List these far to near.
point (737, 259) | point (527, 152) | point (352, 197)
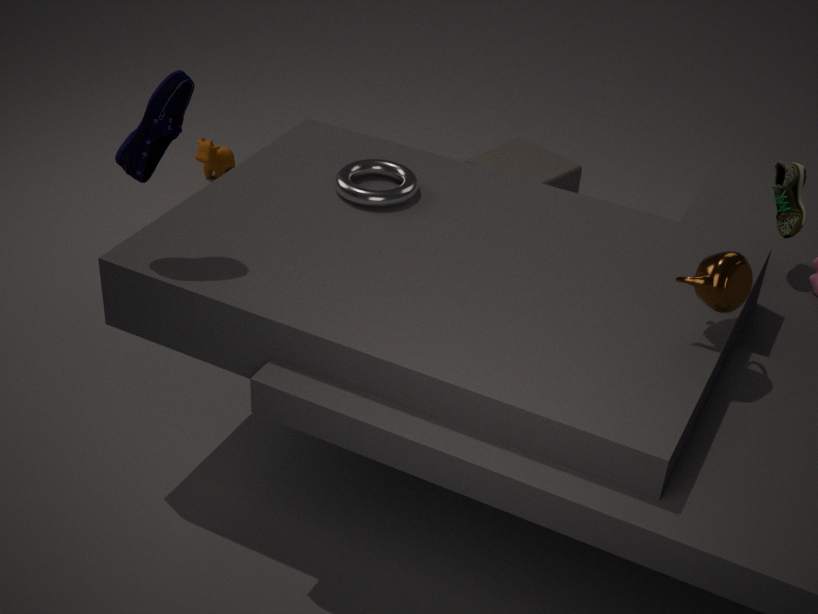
point (527, 152) → point (352, 197) → point (737, 259)
